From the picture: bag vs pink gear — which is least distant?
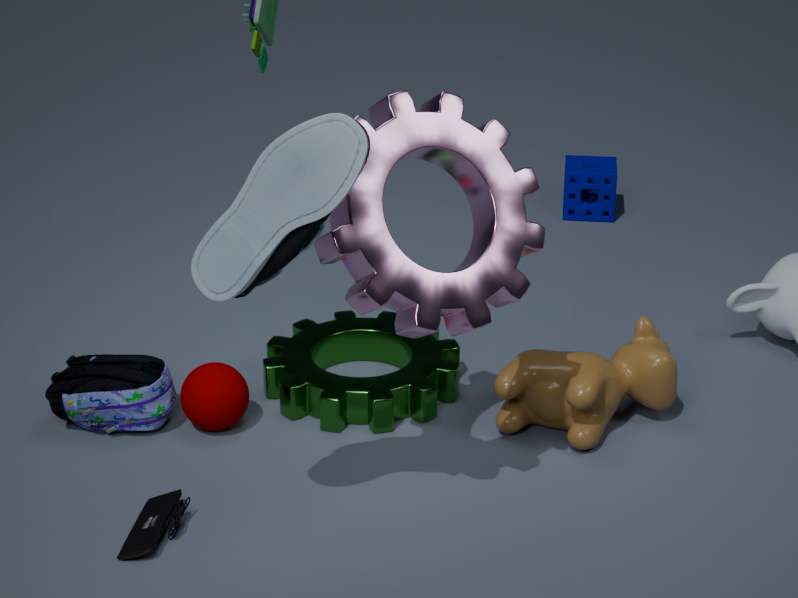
pink gear
